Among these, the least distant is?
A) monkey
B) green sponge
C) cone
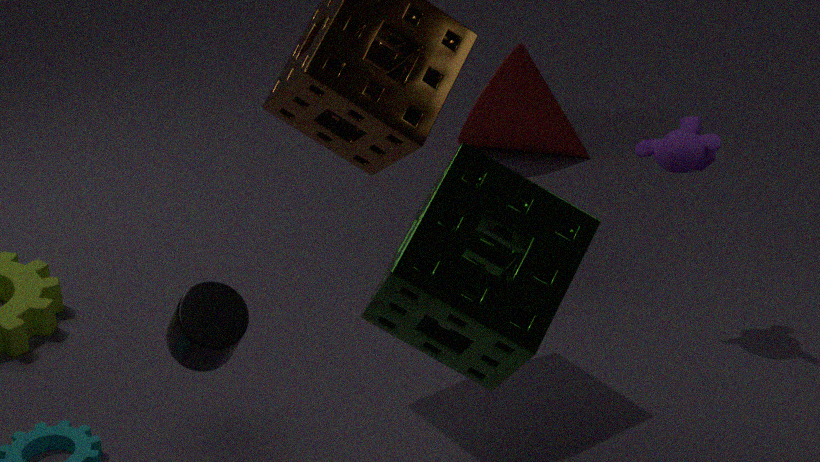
green sponge
